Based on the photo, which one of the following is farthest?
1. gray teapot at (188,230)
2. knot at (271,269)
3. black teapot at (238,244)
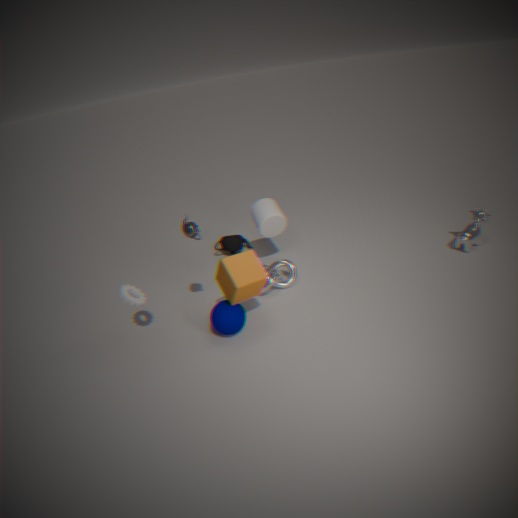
black teapot at (238,244)
